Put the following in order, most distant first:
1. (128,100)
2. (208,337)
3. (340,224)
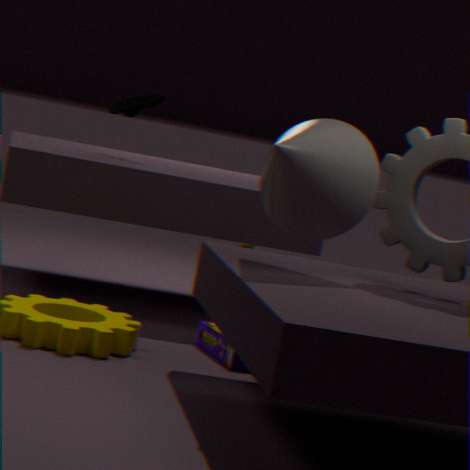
(128,100) < (208,337) < (340,224)
